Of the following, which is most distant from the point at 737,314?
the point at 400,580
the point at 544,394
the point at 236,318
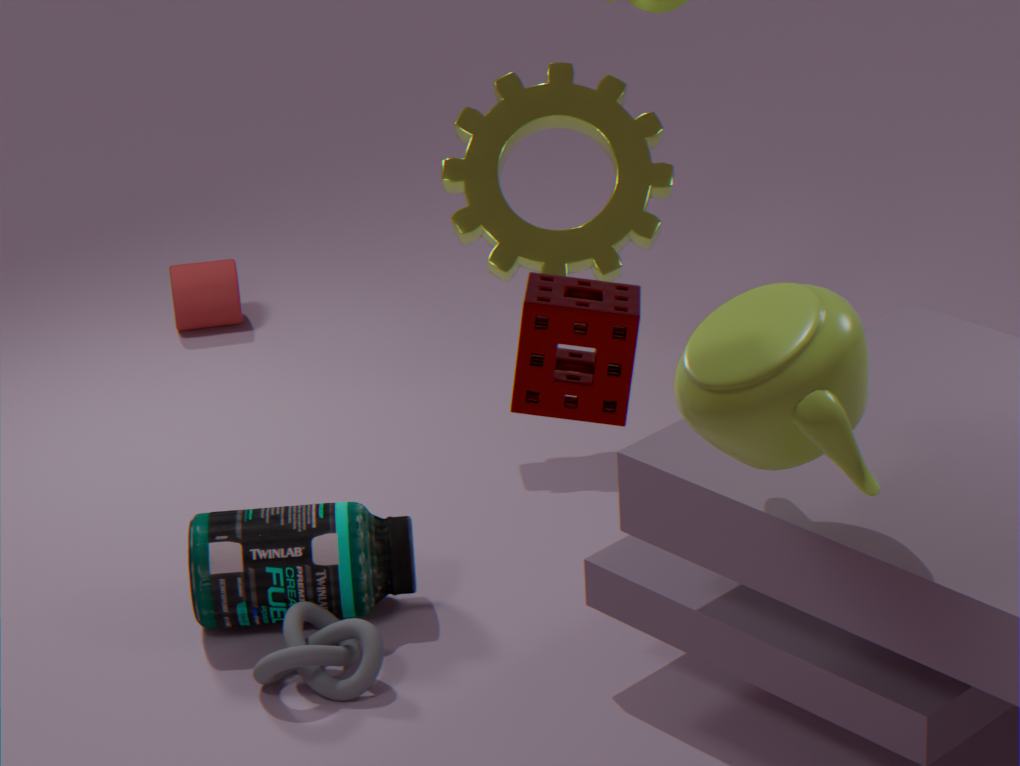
the point at 236,318
